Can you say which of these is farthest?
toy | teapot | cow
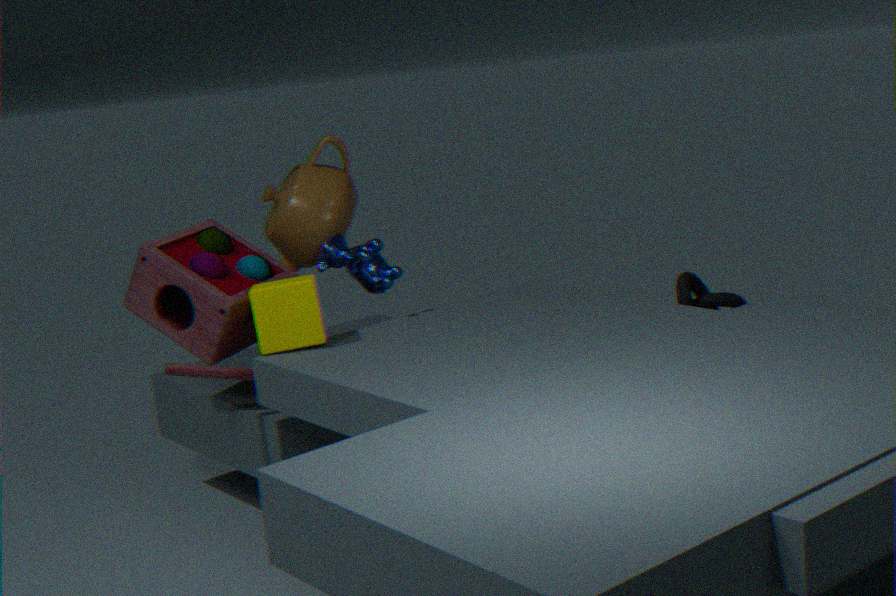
teapot
